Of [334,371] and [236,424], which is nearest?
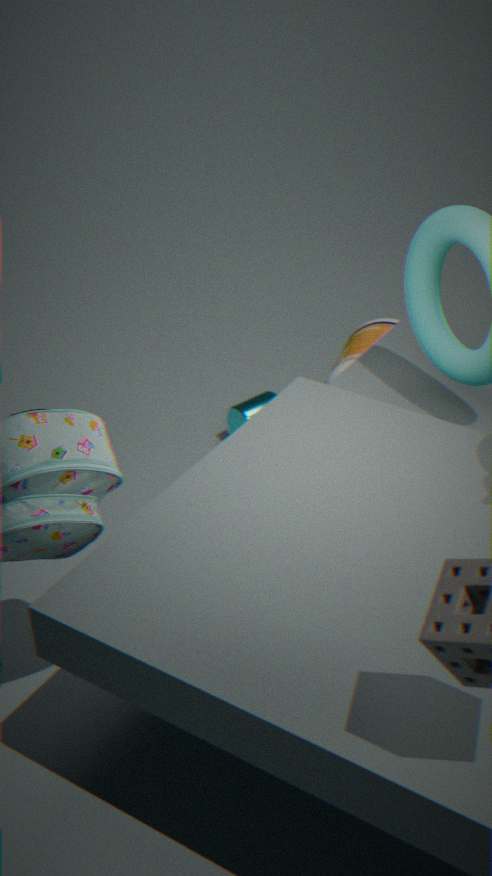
[334,371]
